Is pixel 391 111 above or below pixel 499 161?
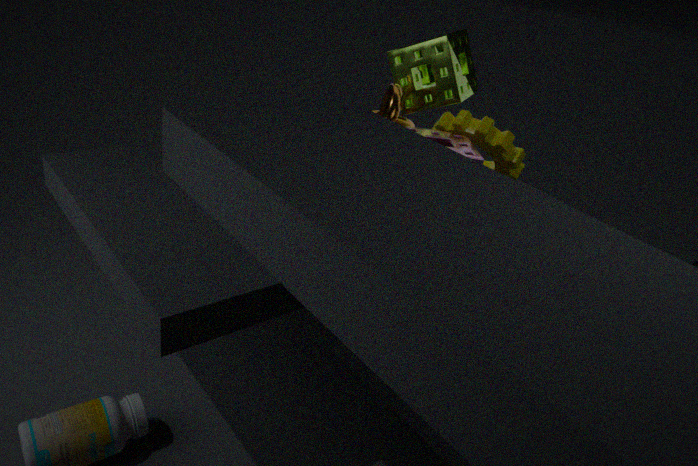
above
